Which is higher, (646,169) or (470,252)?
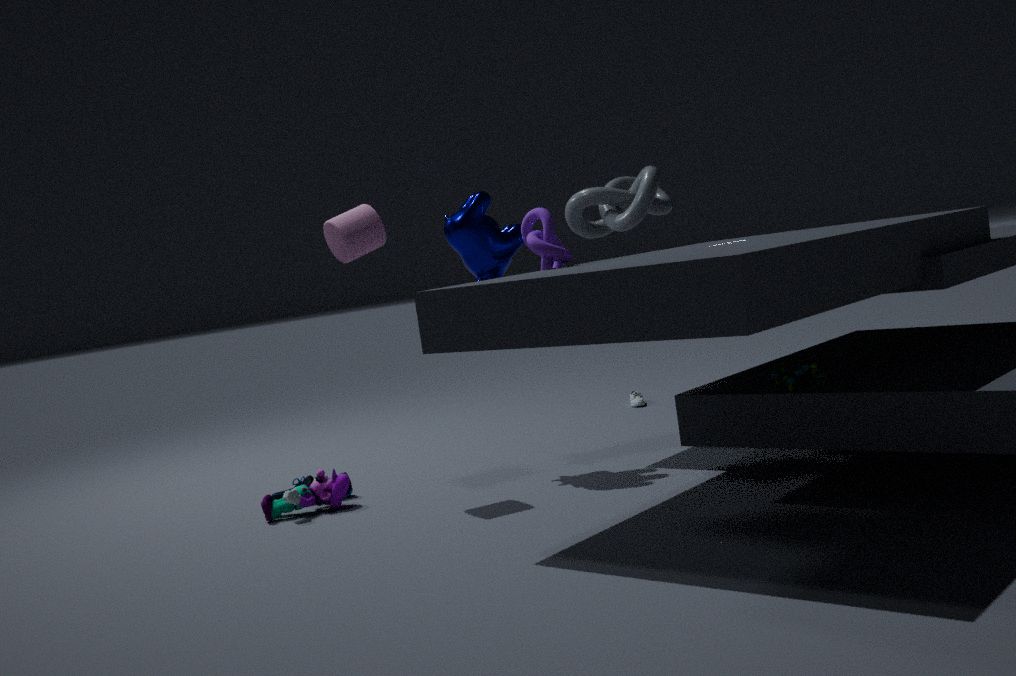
(646,169)
